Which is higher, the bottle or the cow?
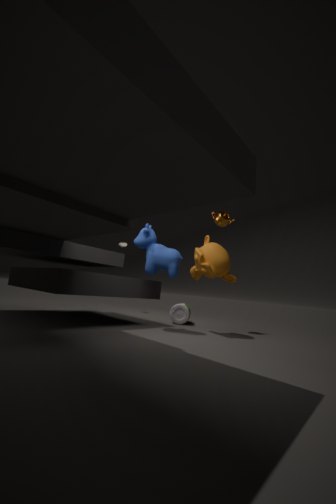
the cow
